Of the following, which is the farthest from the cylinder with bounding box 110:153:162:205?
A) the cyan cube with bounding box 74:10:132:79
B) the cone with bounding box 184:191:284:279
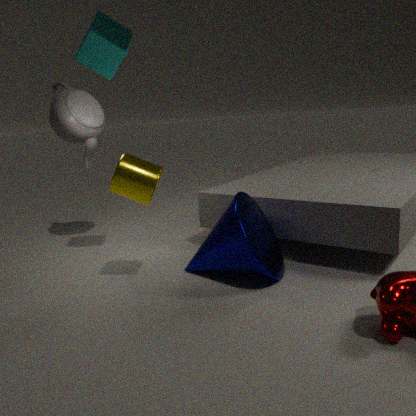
the cyan cube with bounding box 74:10:132:79
